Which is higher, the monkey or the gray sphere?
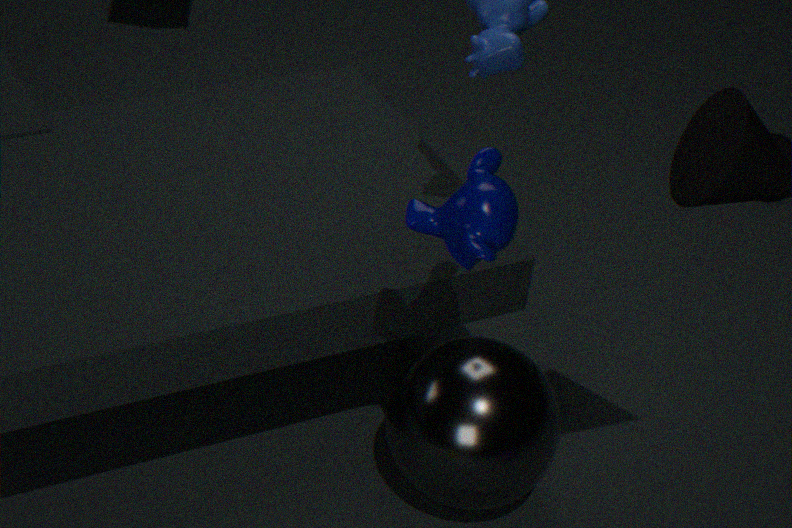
the monkey
